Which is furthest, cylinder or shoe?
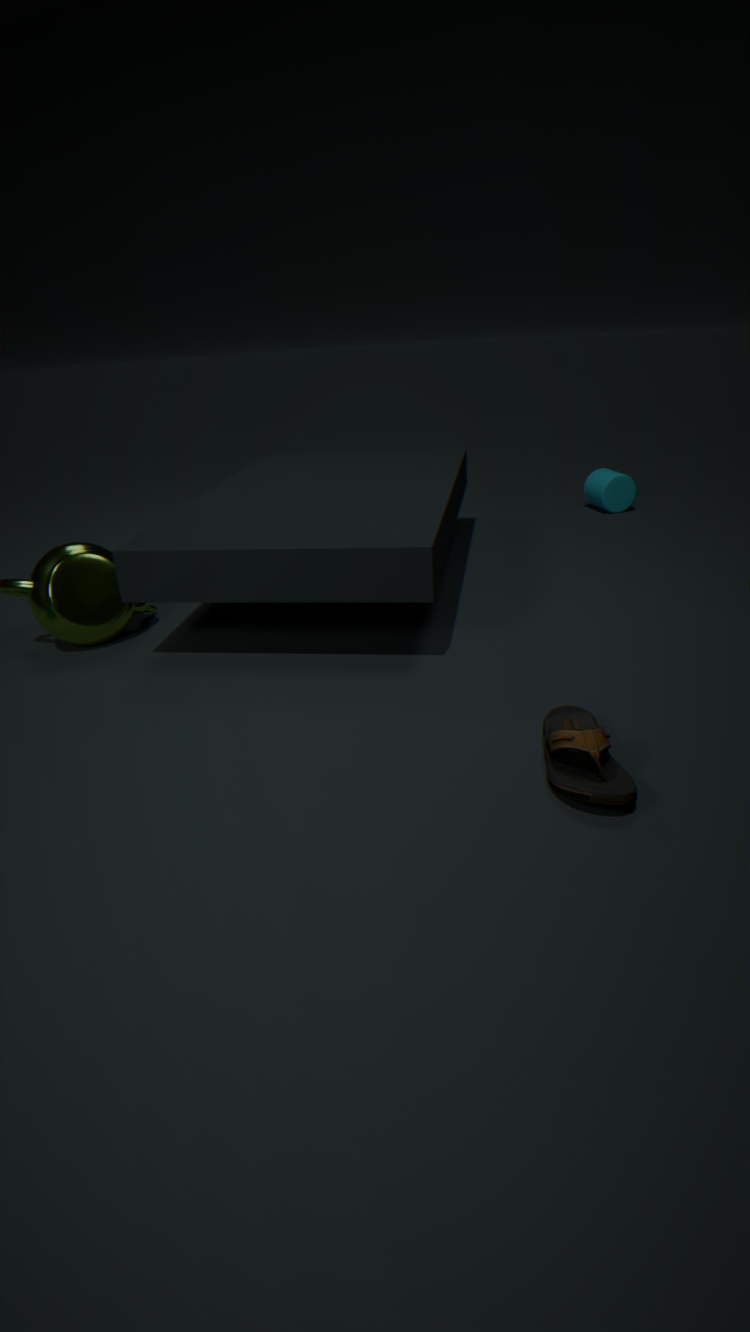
cylinder
